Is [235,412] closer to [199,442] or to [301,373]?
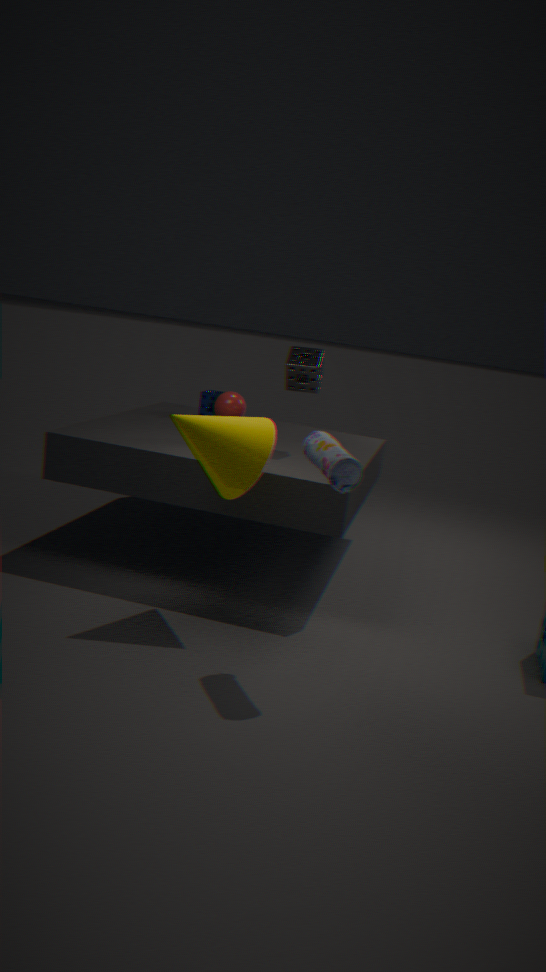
[301,373]
